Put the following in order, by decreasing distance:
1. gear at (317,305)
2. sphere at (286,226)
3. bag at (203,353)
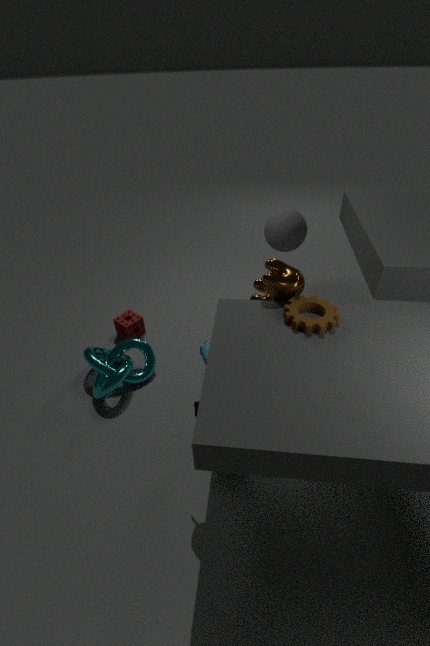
1. sphere at (286,226)
2. bag at (203,353)
3. gear at (317,305)
